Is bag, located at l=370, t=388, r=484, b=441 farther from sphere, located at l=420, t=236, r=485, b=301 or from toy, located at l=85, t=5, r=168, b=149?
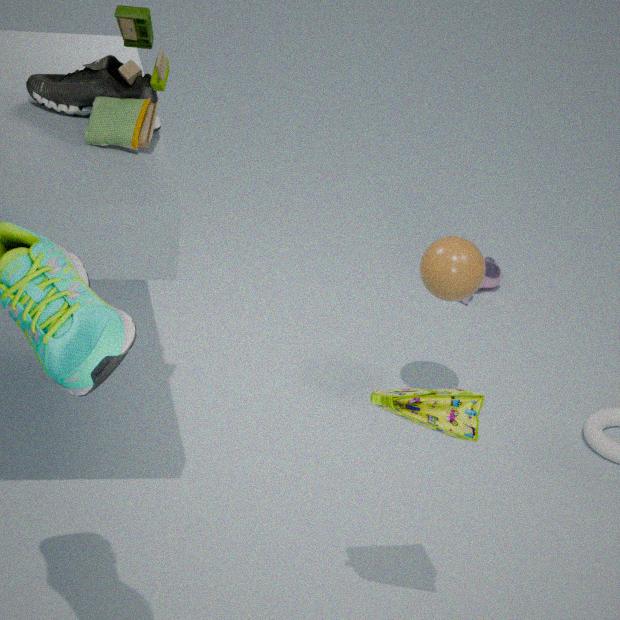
sphere, located at l=420, t=236, r=485, b=301
